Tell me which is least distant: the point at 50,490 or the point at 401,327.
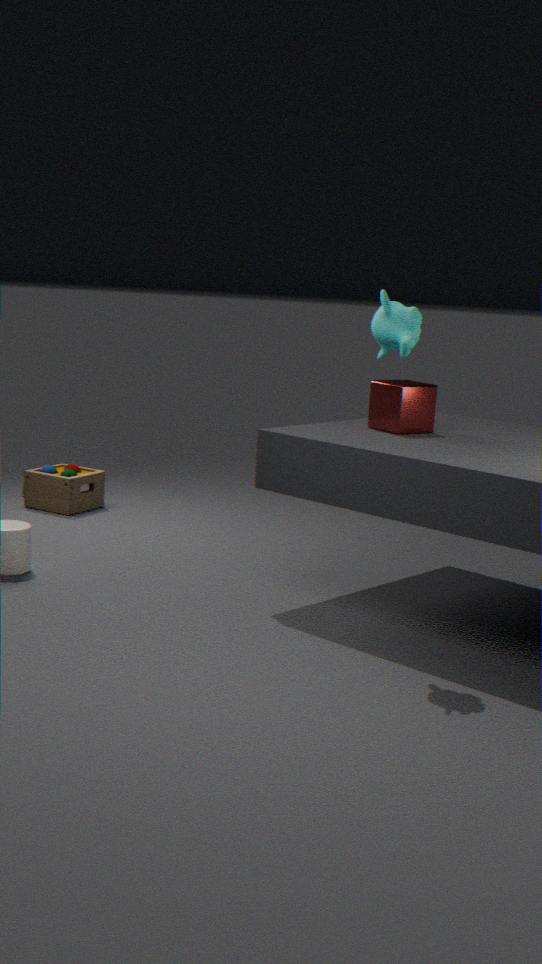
the point at 401,327
